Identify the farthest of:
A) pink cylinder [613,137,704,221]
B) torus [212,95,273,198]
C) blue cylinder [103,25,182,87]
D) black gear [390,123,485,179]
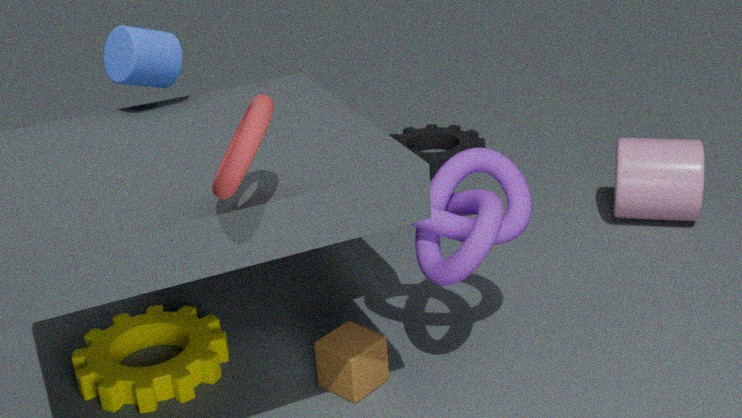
black gear [390,123,485,179]
